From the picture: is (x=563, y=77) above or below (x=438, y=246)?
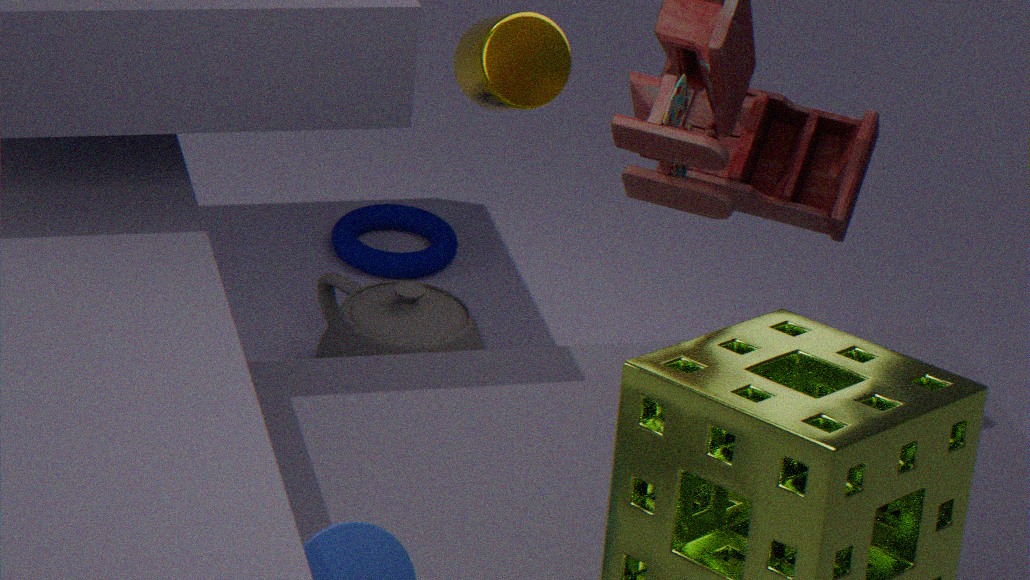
above
